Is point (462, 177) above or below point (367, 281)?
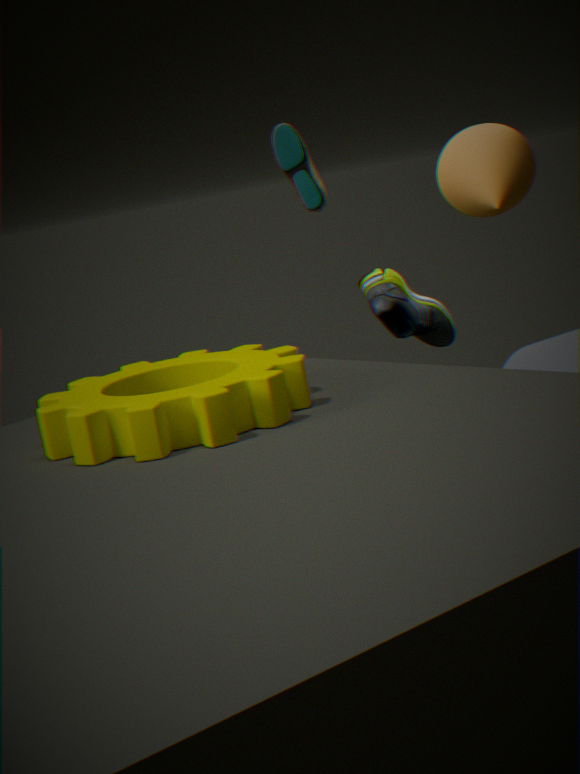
above
